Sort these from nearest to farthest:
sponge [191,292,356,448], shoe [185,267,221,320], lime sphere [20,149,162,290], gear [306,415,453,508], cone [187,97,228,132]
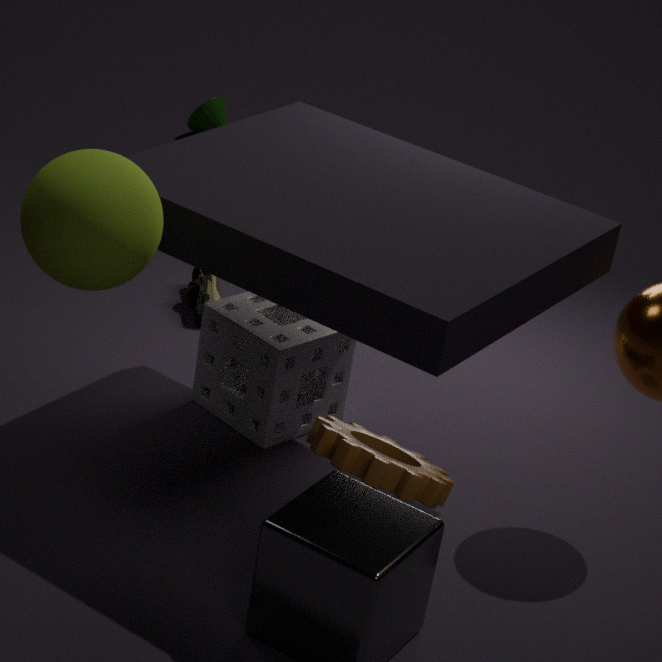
gear [306,415,453,508] < lime sphere [20,149,162,290] < sponge [191,292,356,448] < shoe [185,267,221,320] < cone [187,97,228,132]
